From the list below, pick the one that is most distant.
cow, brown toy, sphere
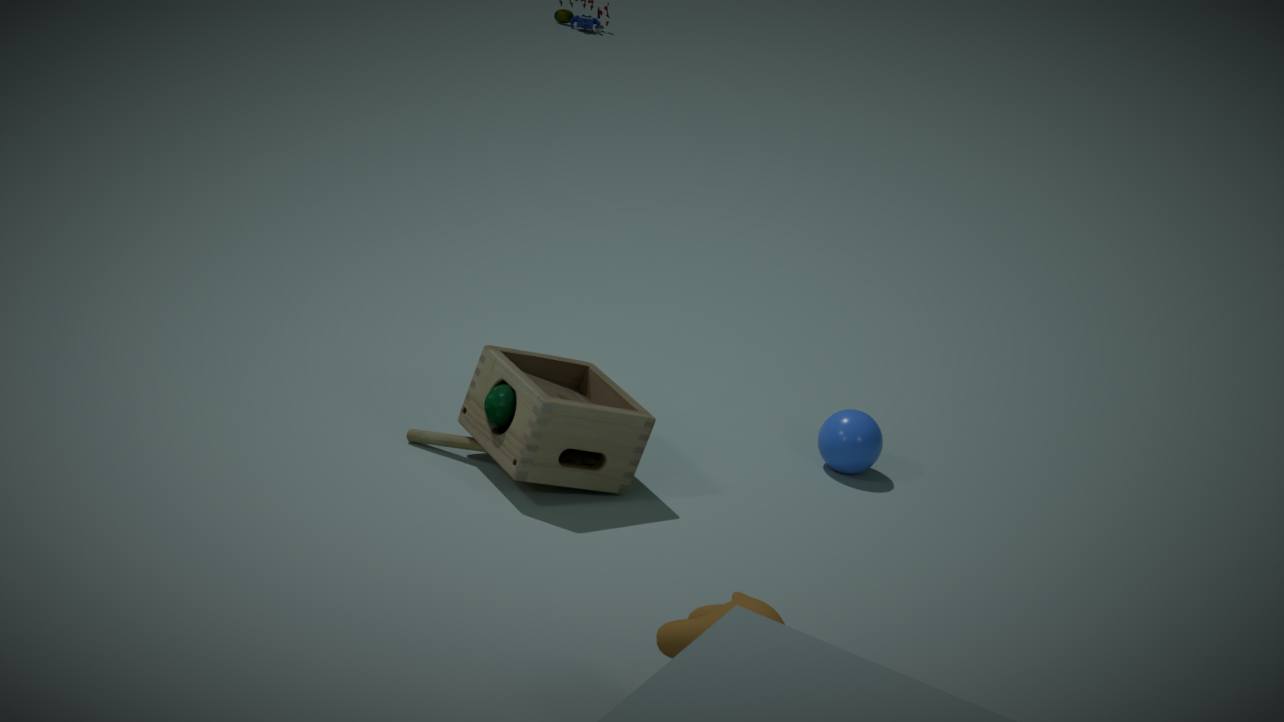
sphere
